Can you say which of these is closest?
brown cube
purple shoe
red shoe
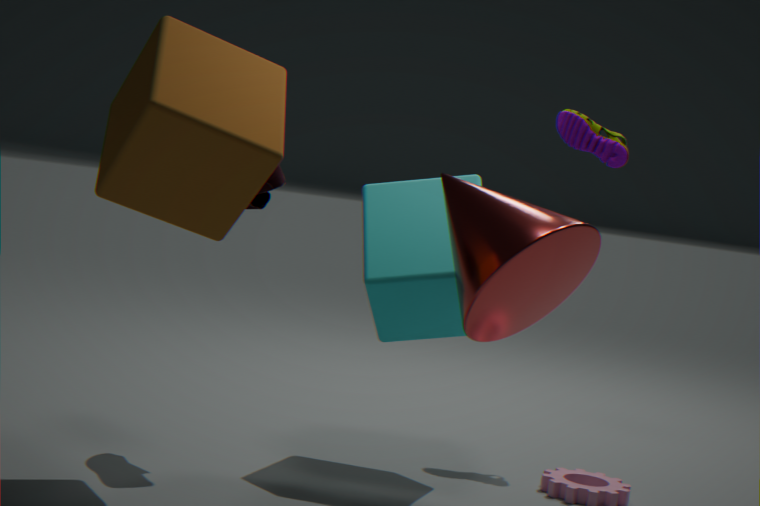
brown cube
